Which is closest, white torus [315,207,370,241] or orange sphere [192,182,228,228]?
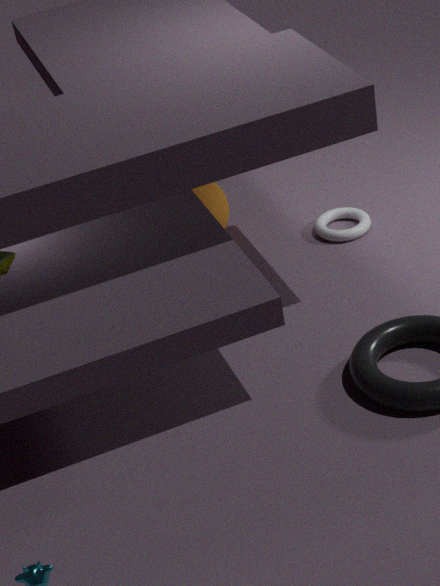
orange sphere [192,182,228,228]
